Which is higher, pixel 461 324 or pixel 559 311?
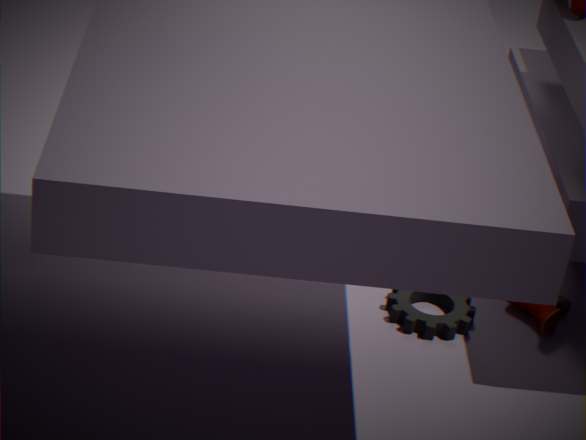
pixel 559 311
